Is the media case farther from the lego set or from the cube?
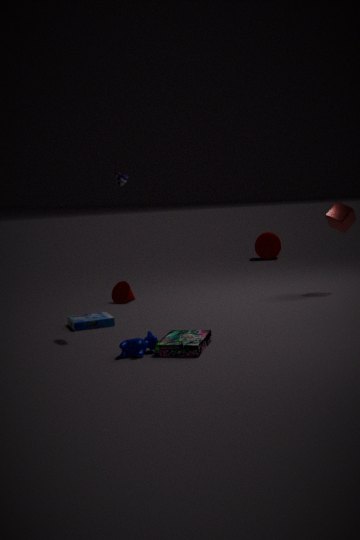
the cube
